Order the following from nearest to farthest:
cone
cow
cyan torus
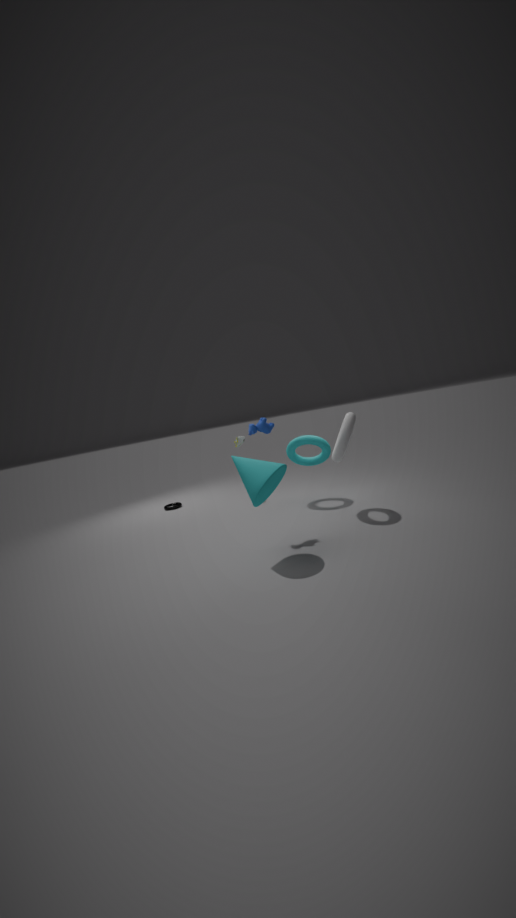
cone → cow → cyan torus
